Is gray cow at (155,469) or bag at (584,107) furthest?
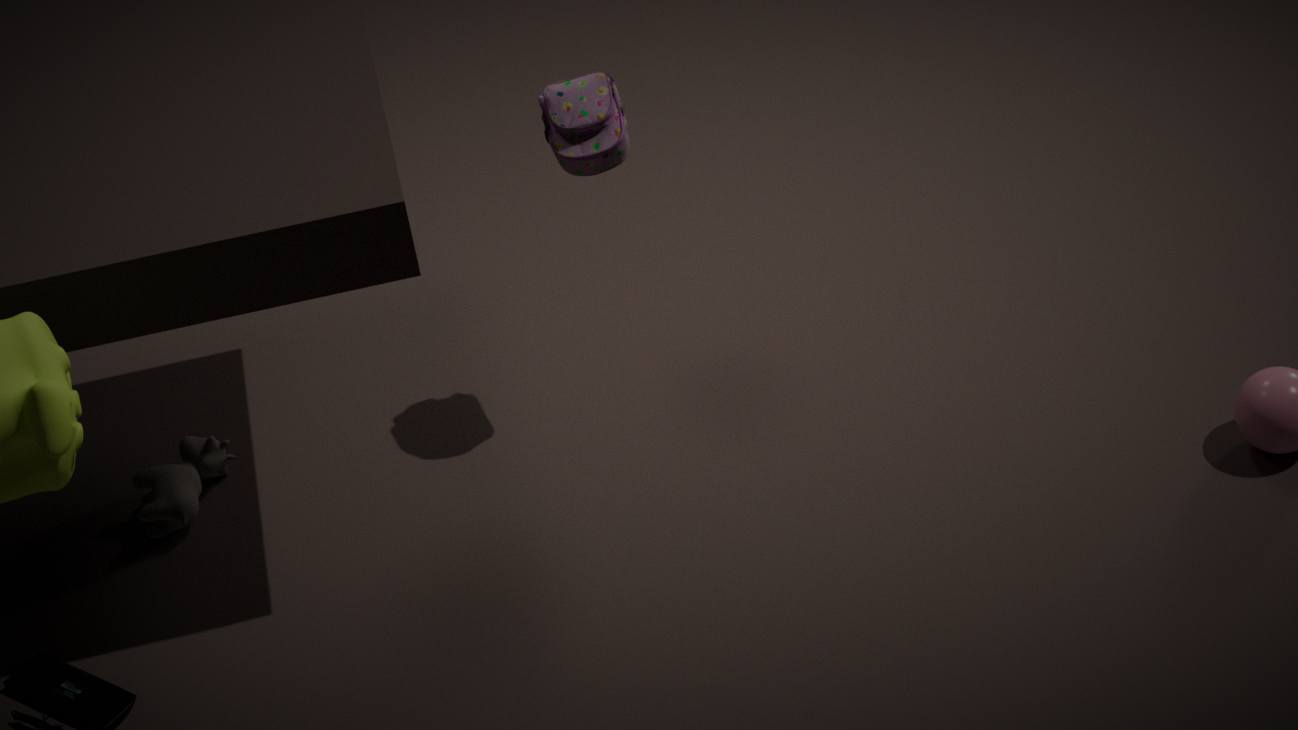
gray cow at (155,469)
